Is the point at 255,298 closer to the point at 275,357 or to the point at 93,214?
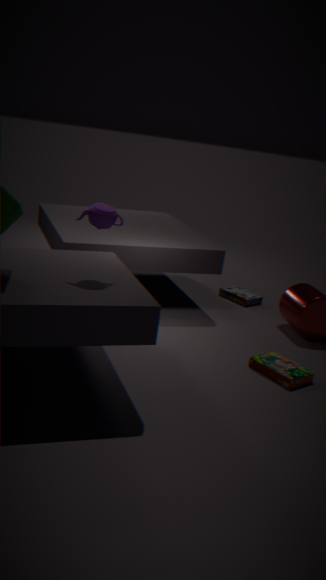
the point at 275,357
